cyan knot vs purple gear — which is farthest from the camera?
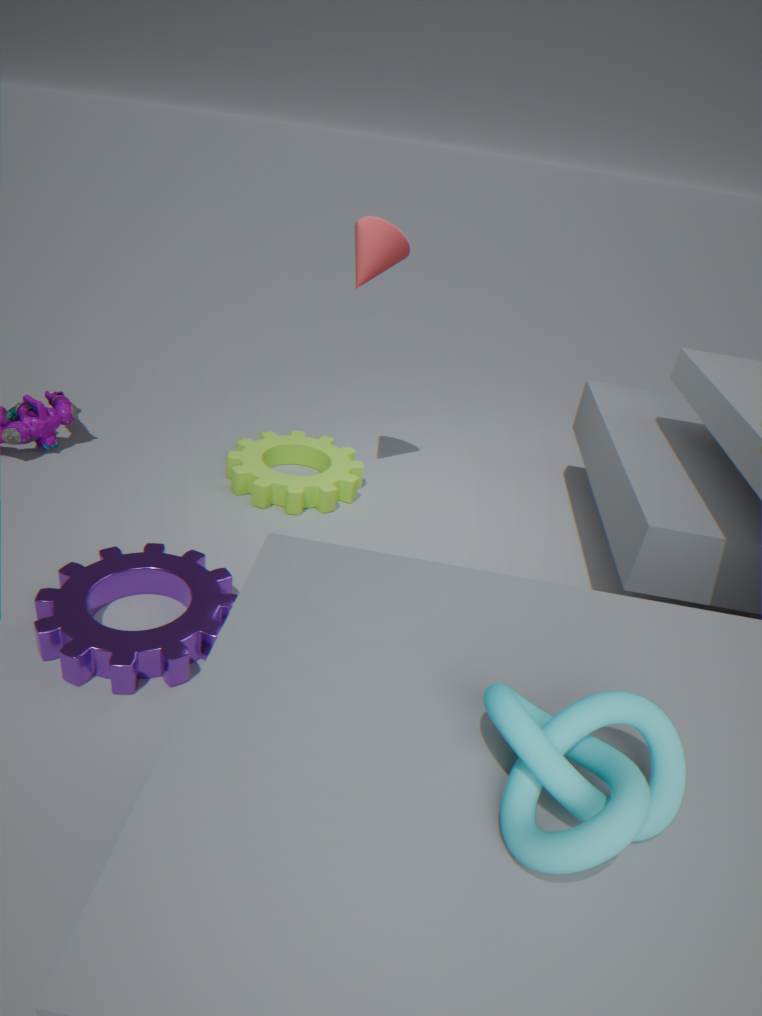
purple gear
